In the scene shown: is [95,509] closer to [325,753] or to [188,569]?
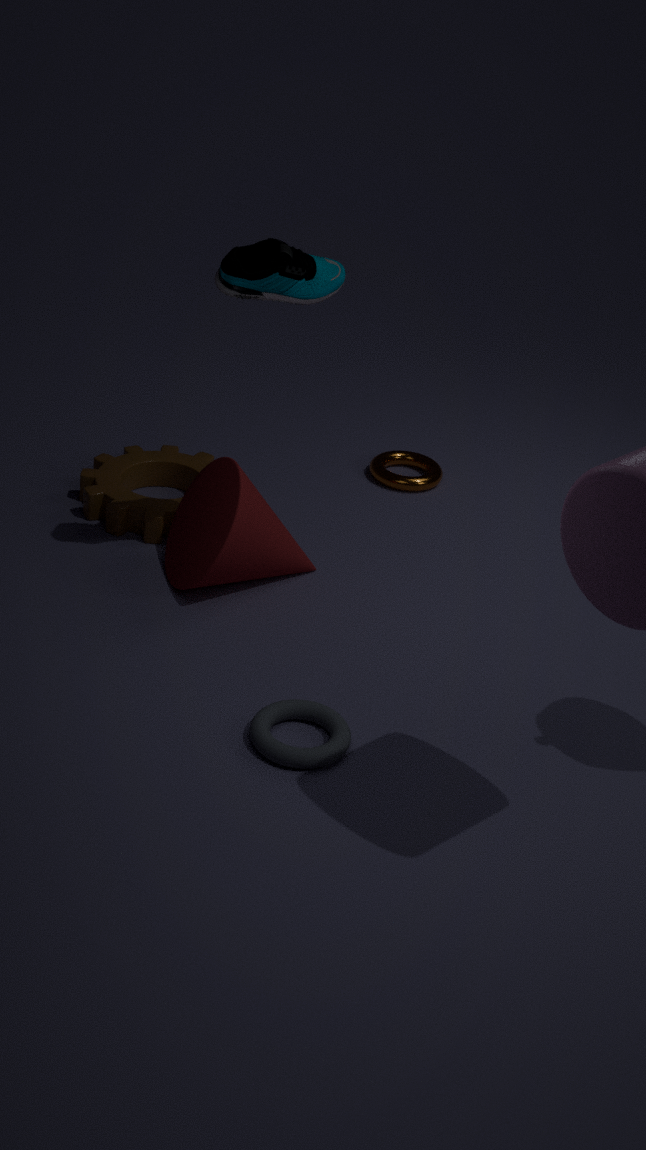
[188,569]
